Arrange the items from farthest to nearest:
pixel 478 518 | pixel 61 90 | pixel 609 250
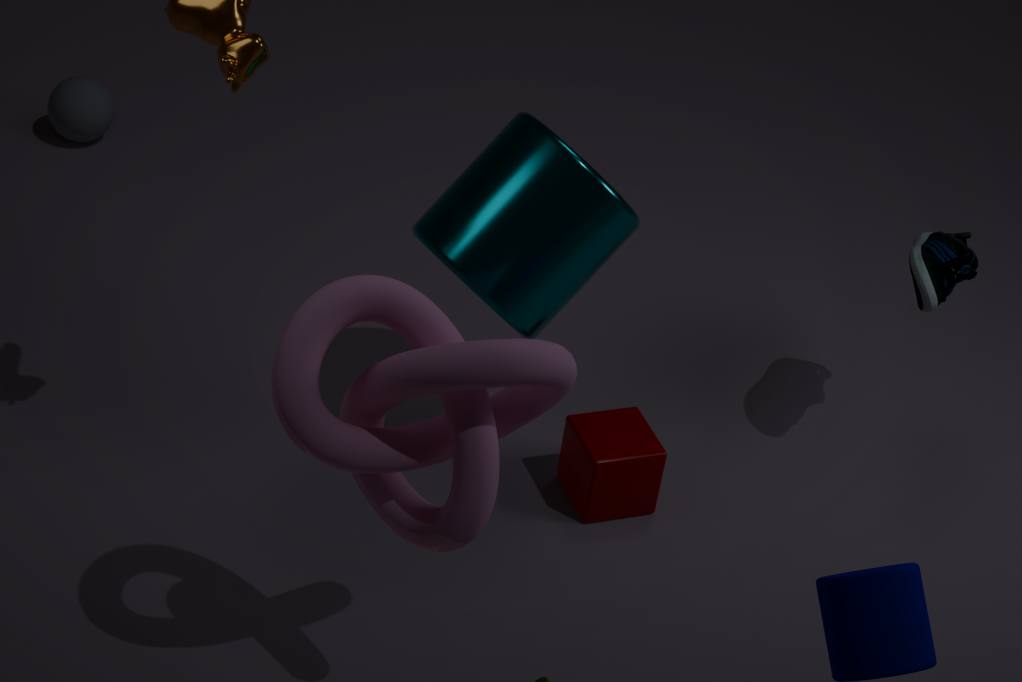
→ pixel 61 90 → pixel 609 250 → pixel 478 518
